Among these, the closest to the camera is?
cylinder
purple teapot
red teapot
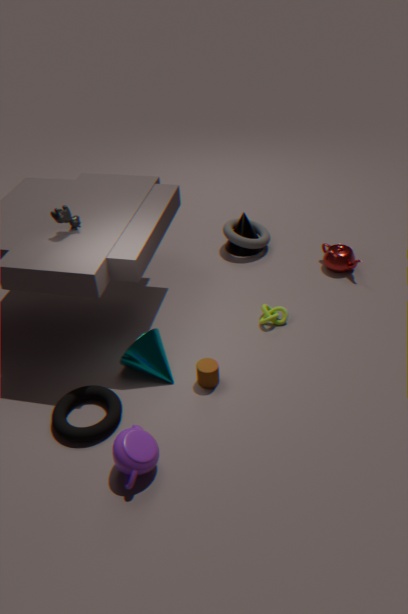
purple teapot
